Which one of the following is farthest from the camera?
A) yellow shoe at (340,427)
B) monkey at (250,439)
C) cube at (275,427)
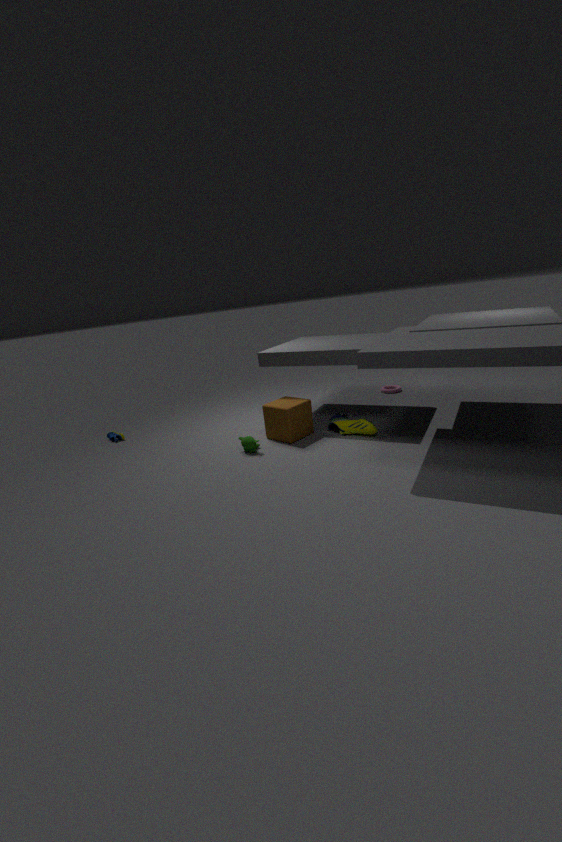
cube at (275,427)
